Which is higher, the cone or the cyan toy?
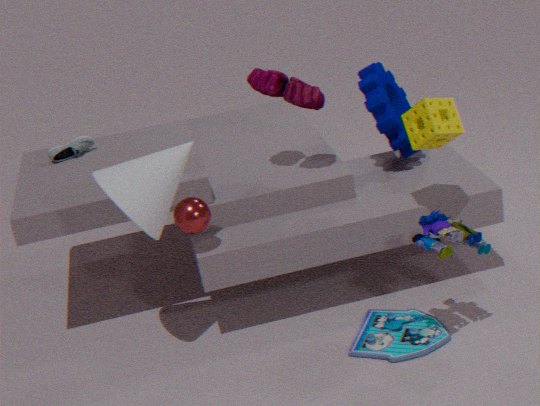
the cone
